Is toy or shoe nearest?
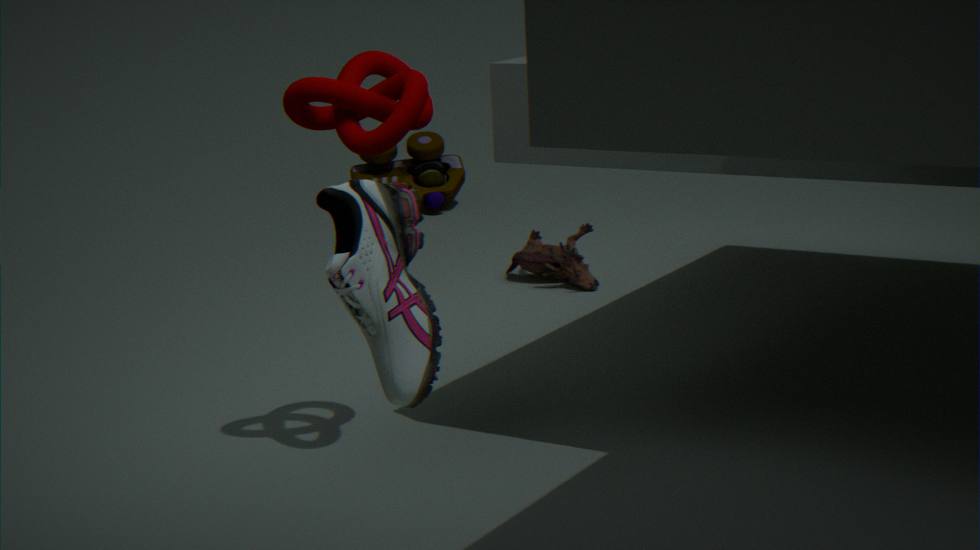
shoe
